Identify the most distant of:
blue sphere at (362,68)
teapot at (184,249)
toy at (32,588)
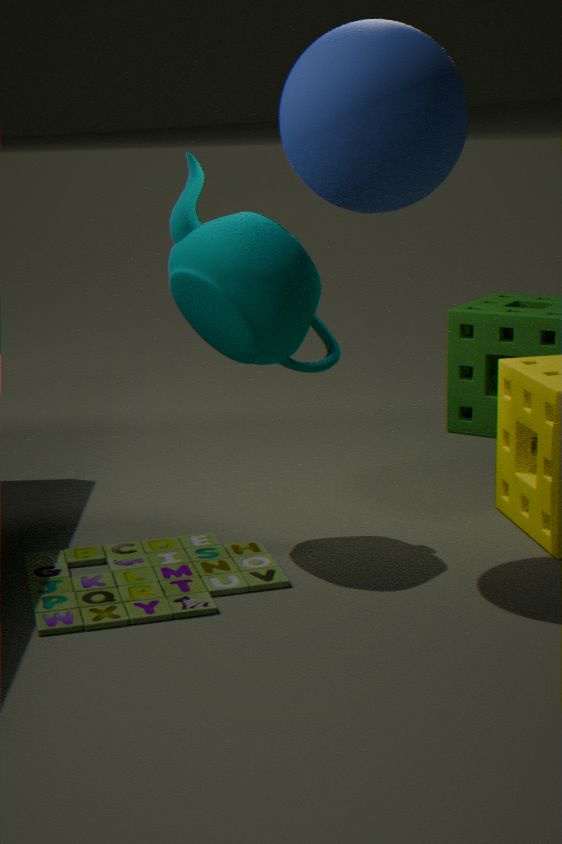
teapot at (184,249)
